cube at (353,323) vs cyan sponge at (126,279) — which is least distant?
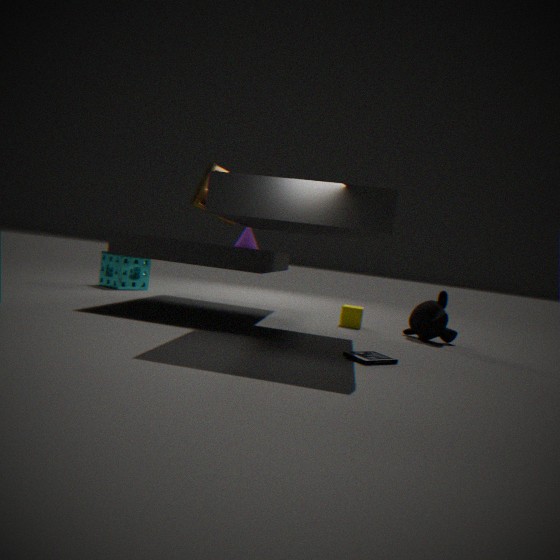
cube at (353,323)
